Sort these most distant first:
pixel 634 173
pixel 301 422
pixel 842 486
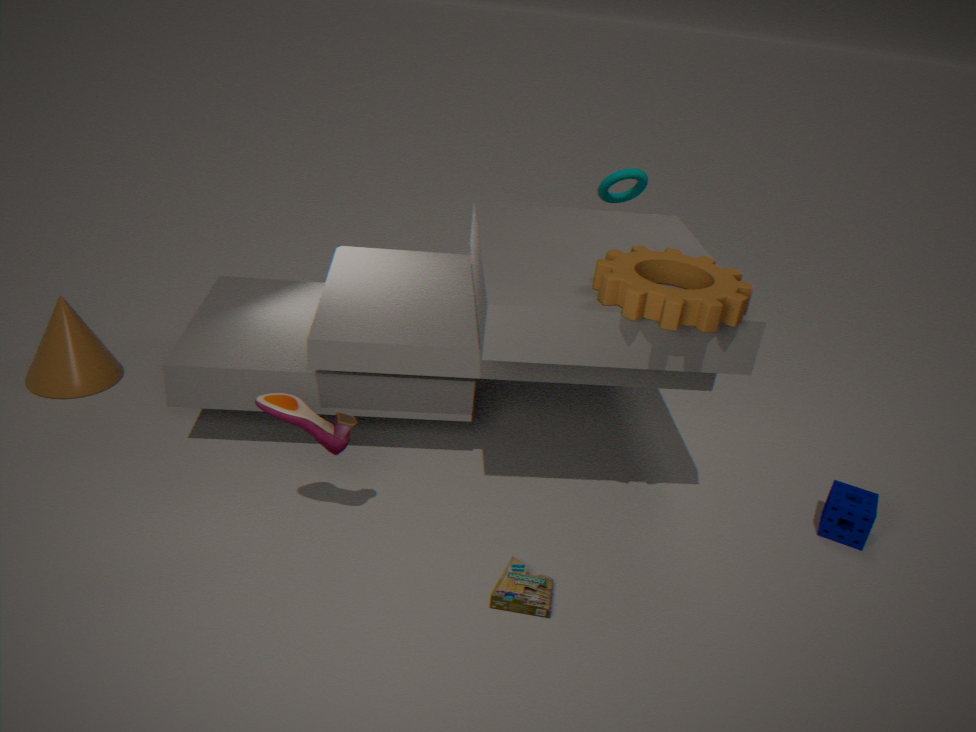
pixel 634 173 < pixel 842 486 < pixel 301 422
